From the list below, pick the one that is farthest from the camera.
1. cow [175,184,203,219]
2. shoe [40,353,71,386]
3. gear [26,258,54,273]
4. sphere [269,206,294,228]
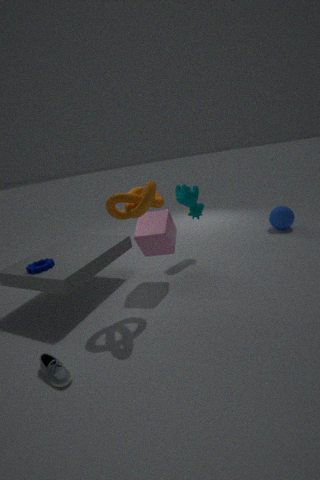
sphere [269,206,294,228]
